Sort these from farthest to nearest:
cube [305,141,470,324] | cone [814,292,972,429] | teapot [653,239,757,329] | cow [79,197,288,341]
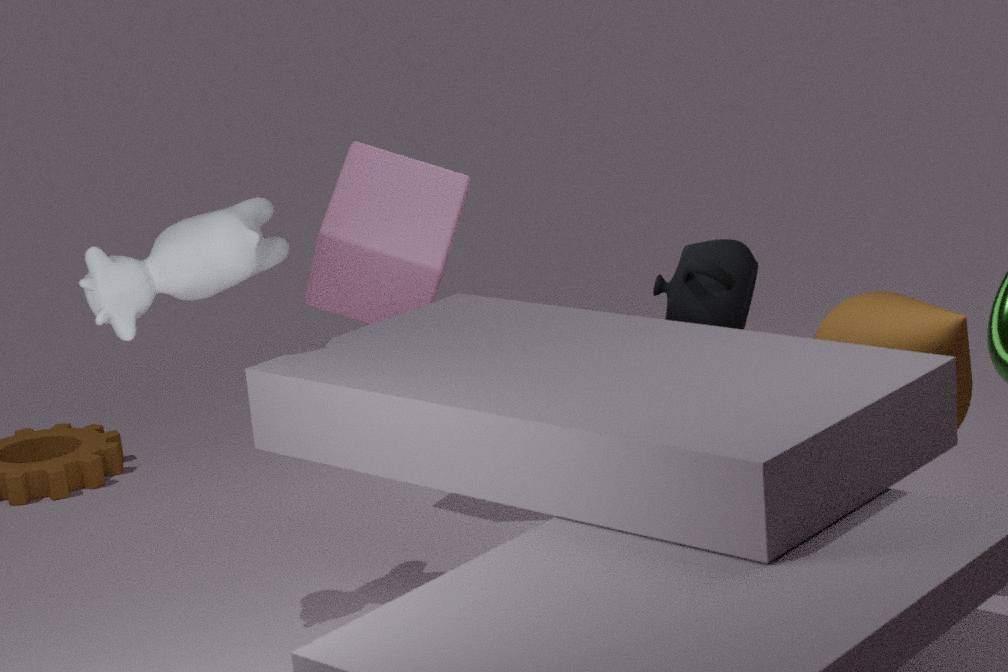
1. cube [305,141,470,324]
2. teapot [653,239,757,329]
3. cow [79,197,288,341]
4. cone [814,292,972,429]
